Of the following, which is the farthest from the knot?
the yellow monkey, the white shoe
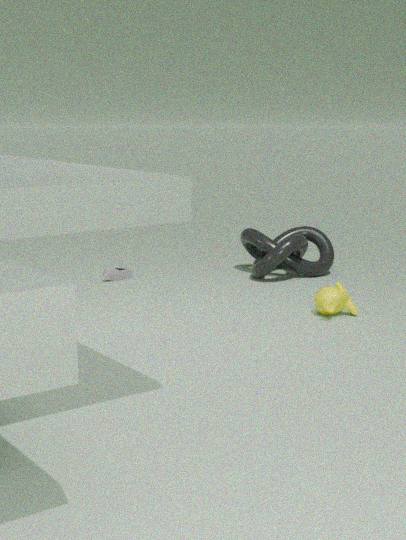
the white shoe
